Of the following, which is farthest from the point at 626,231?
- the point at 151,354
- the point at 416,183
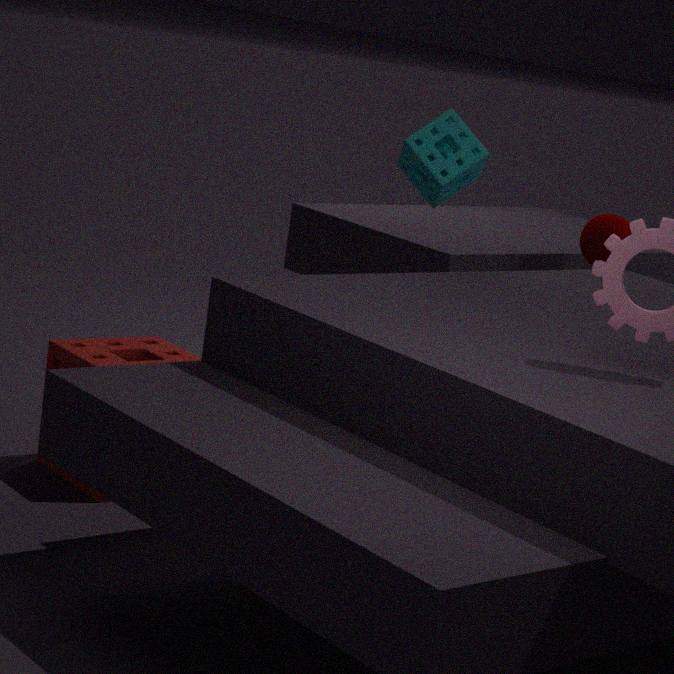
the point at 151,354
